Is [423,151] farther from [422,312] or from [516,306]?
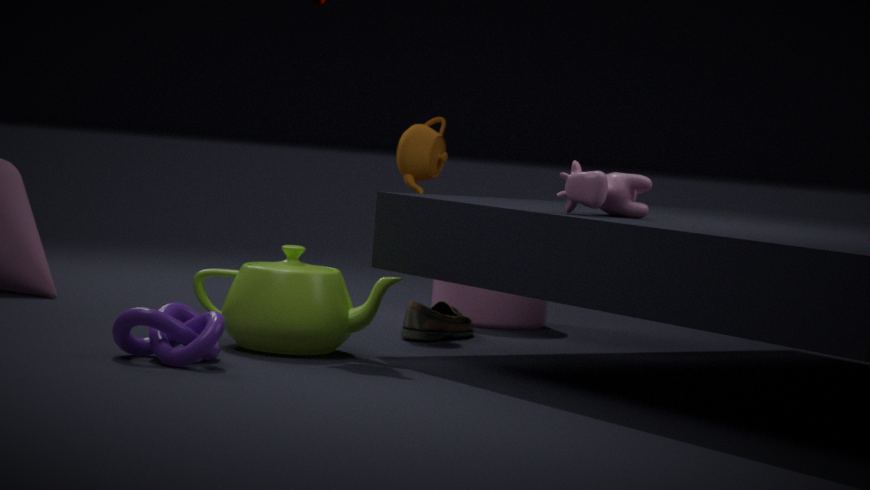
[516,306]
